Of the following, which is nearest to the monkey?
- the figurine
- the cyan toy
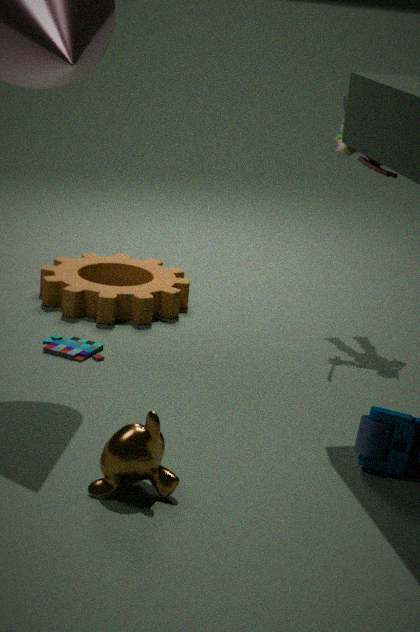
the cyan toy
